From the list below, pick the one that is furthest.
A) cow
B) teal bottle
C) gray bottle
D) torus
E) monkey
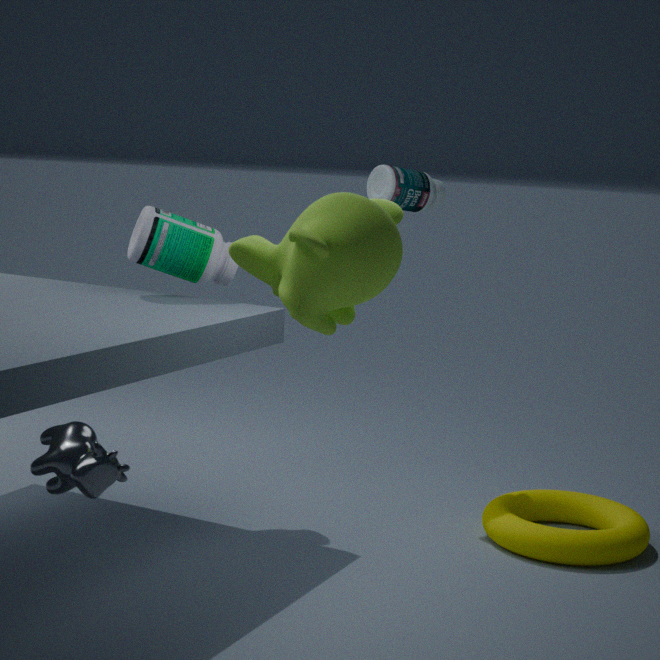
gray bottle
